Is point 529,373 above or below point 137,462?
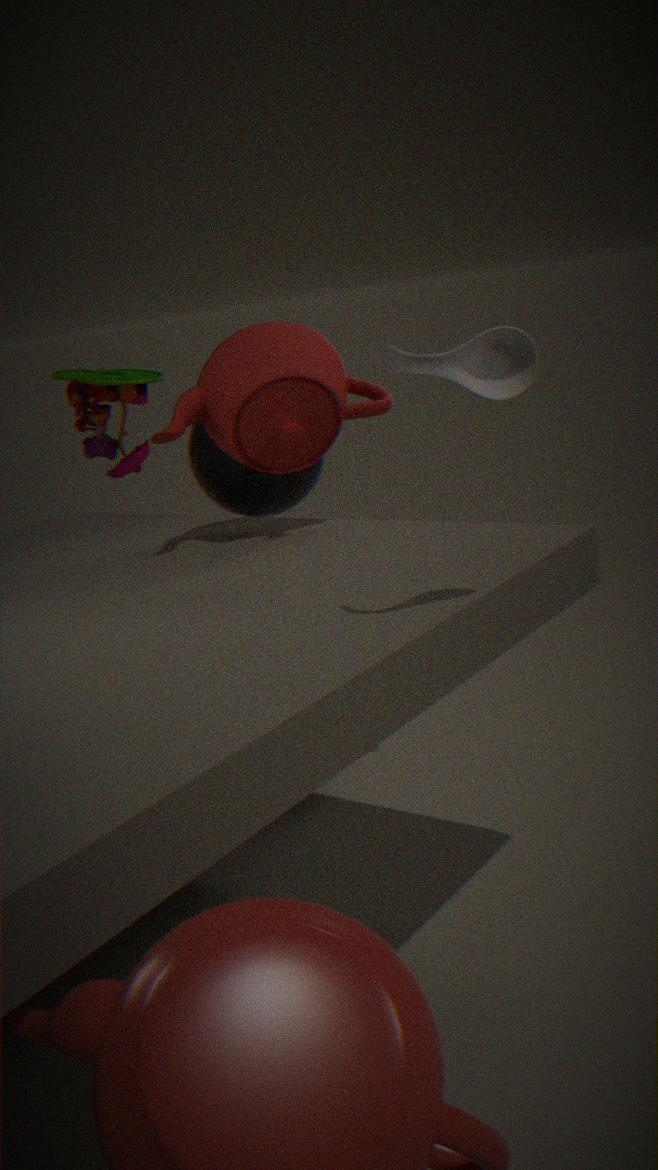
above
